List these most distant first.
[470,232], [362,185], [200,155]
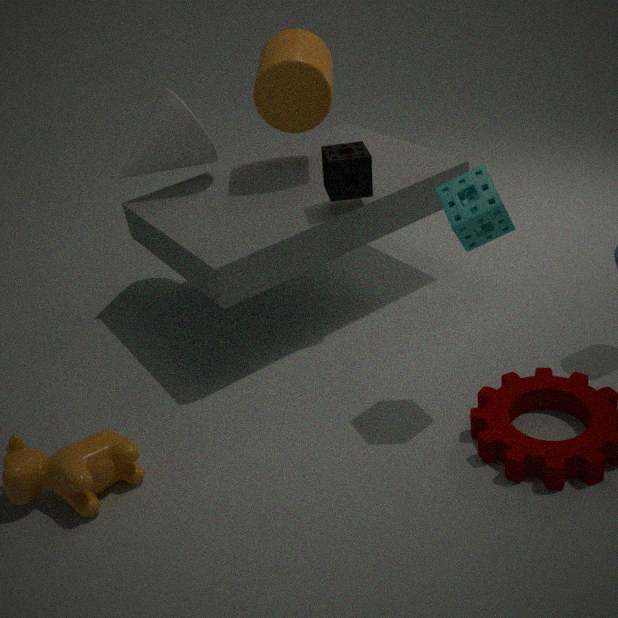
[200,155], [362,185], [470,232]
